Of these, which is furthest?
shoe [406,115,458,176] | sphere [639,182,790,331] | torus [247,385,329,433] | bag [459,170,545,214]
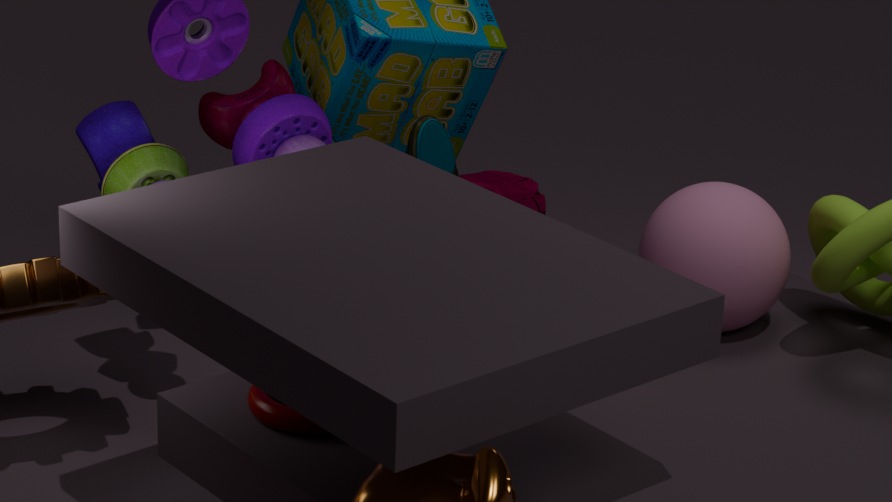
bag [459,170,545,214]
